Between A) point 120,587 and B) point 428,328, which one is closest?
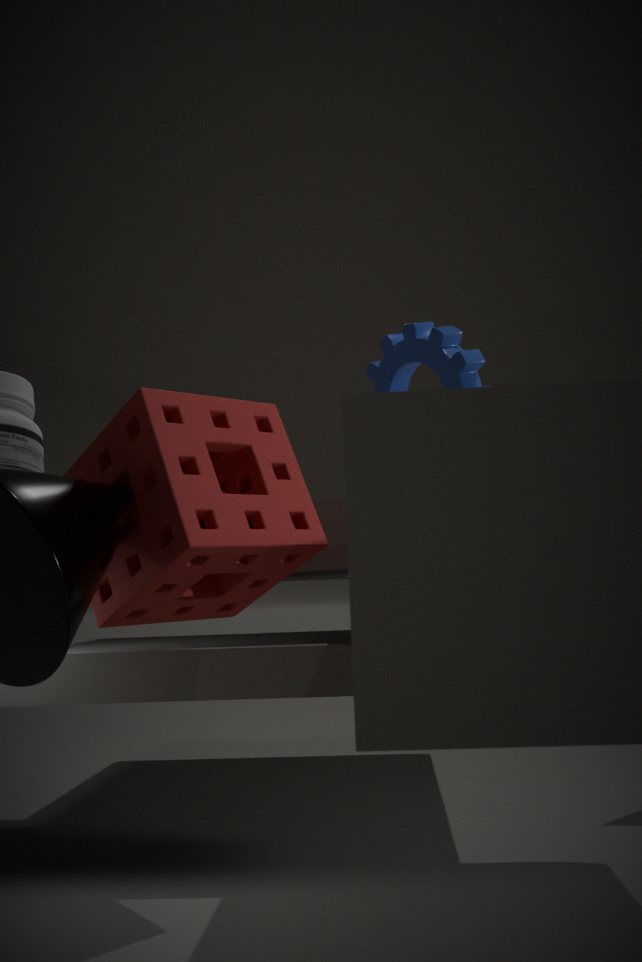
B. point 428,328
